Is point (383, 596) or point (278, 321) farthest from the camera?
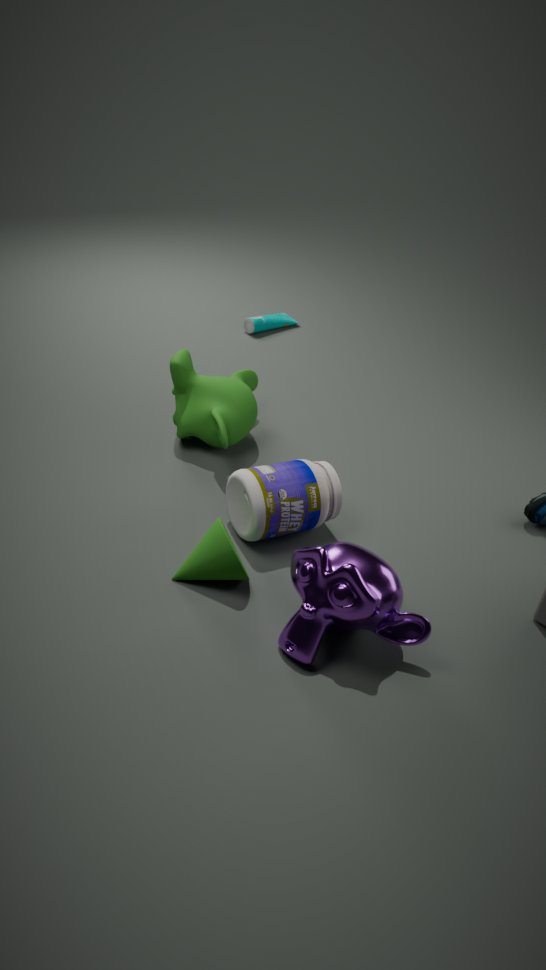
point (278, 321)
